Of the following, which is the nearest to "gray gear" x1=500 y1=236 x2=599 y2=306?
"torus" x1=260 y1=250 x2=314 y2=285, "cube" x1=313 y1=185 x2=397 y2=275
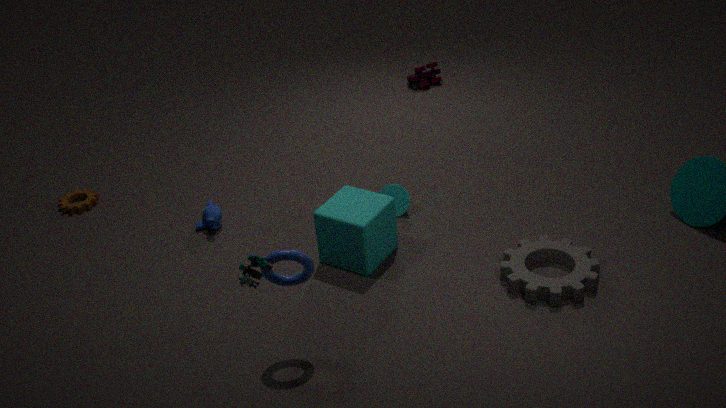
"cube" x1=313 y1=185 x2=397 y2=275
